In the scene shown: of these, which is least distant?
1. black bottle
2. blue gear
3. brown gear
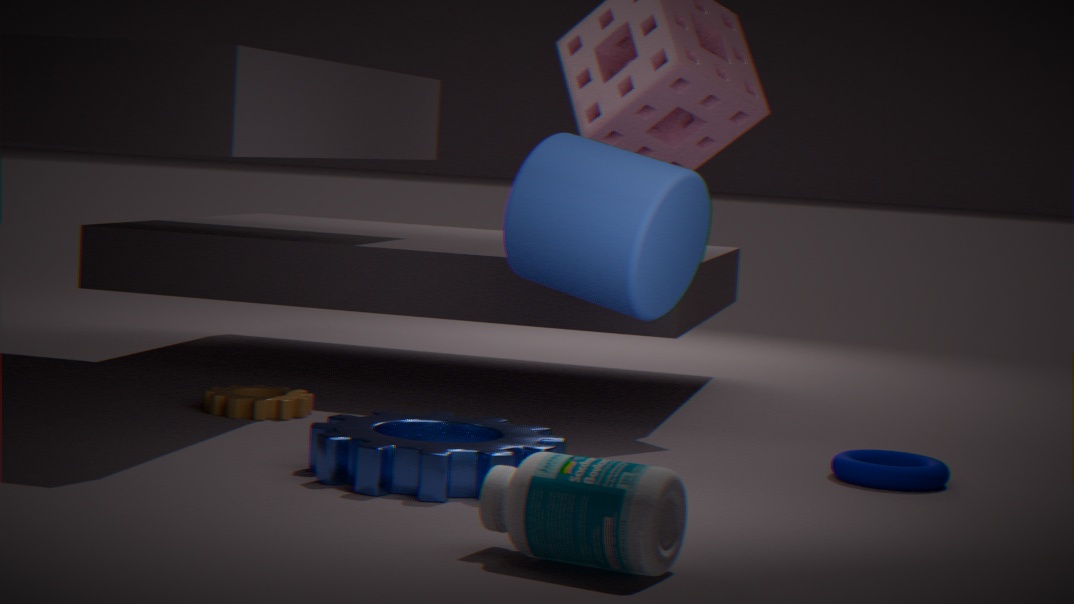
black bottle
